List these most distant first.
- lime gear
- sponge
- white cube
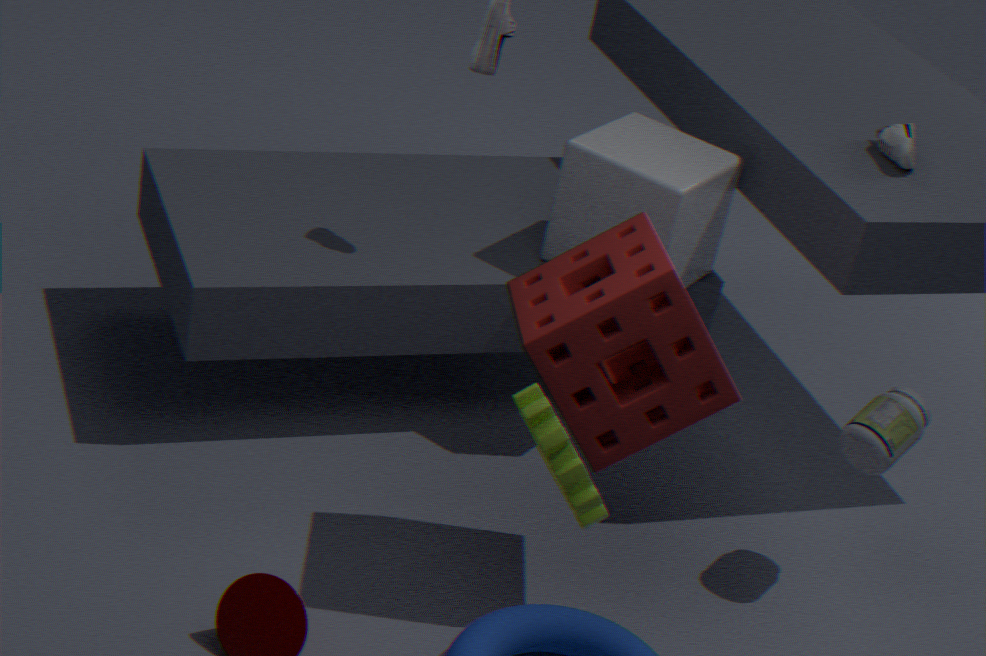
white cube, sponge, lime gear
